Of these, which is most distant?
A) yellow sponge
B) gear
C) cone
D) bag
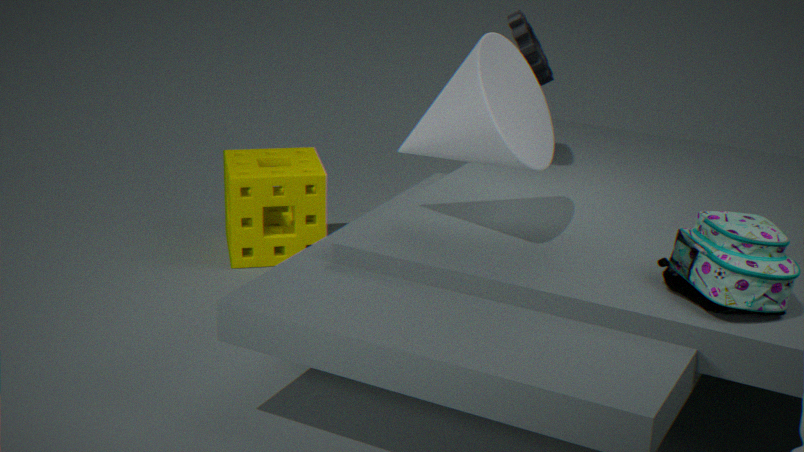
yellow sponge
